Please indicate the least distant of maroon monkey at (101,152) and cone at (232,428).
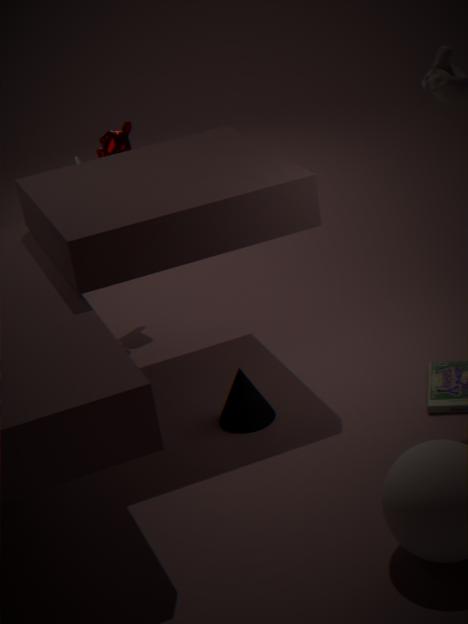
cone at (232,428)
